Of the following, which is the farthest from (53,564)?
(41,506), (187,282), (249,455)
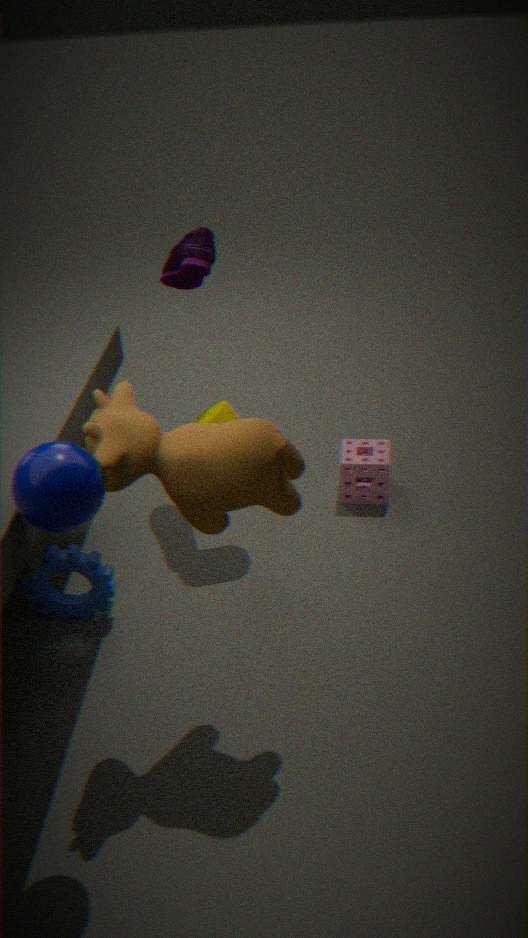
(187,282)
